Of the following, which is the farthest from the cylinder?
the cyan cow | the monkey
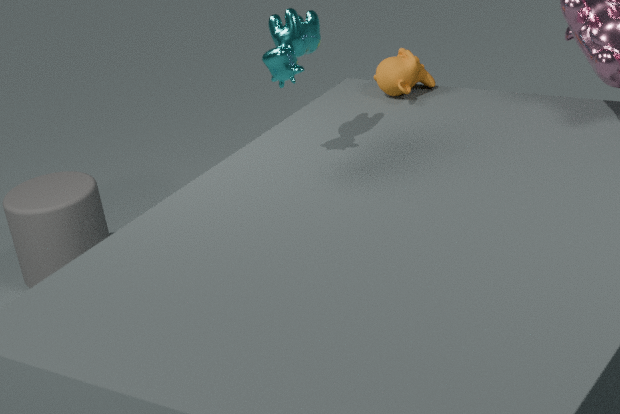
the cyan cow
